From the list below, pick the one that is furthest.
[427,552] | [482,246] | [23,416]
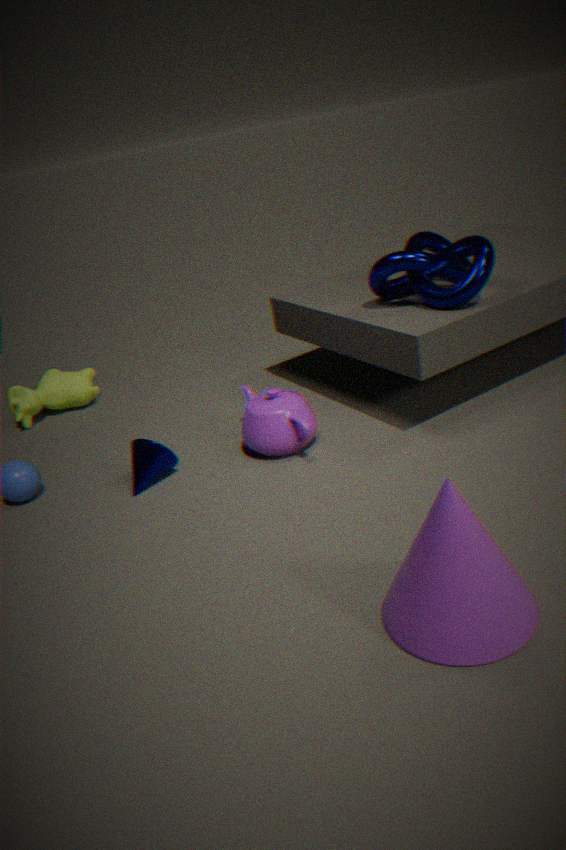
[23,416]
